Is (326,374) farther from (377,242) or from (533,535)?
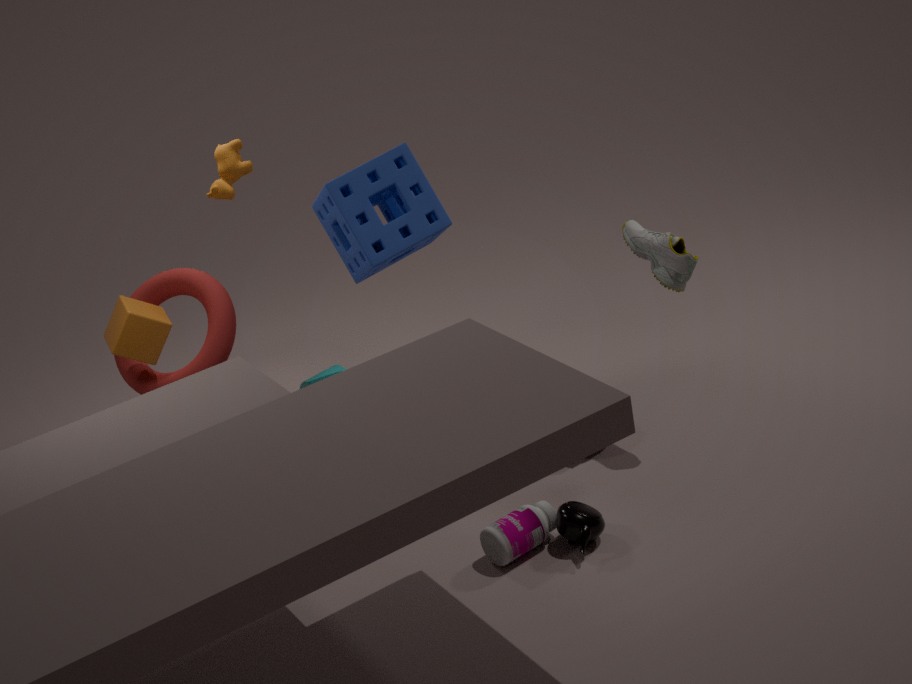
(533,535)
